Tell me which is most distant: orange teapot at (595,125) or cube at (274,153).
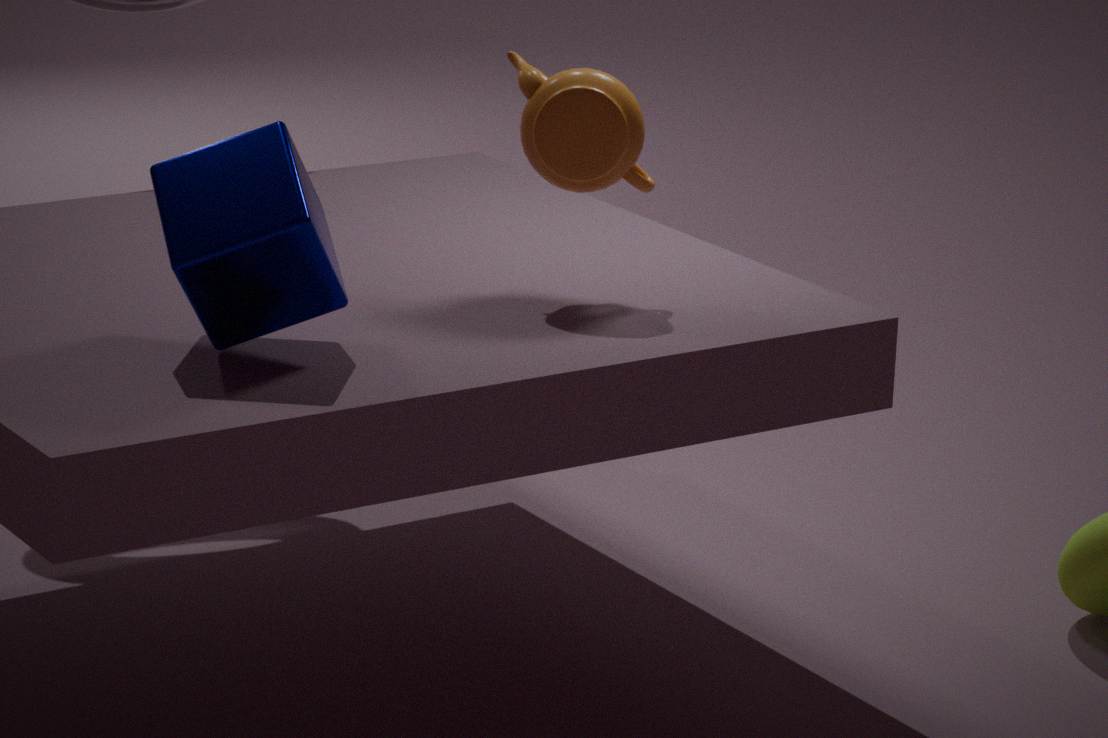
orange teapot at (595,125)
